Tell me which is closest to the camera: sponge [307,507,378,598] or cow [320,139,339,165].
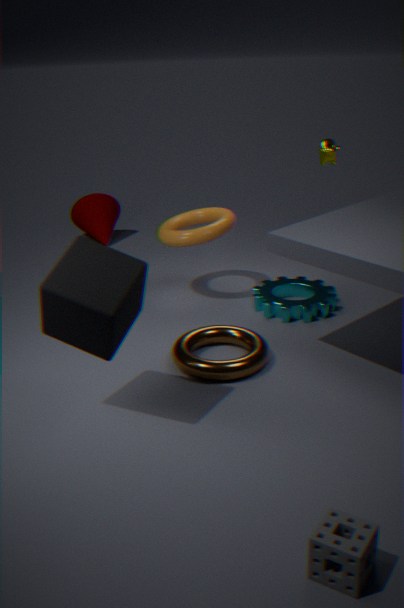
sponge [307,507,378,598]
